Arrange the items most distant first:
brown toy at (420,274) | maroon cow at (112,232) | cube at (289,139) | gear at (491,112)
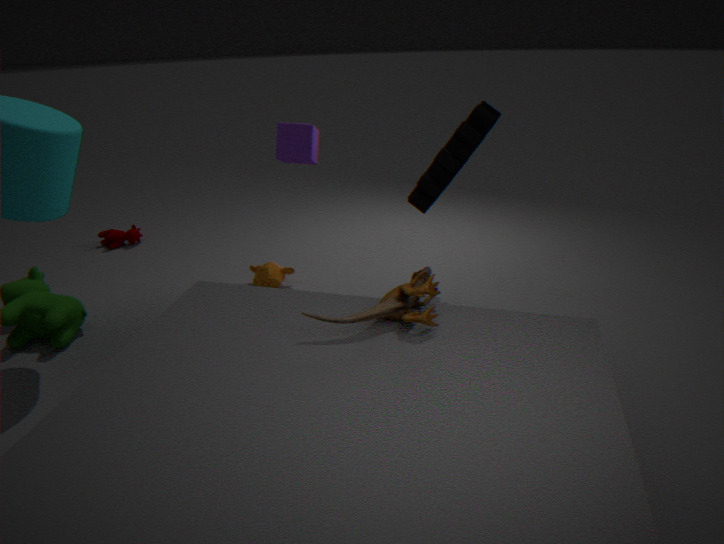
maroon cow at (112,232) → cube at (289,139) → gear at (491,112) → brown toy at (420,274)
